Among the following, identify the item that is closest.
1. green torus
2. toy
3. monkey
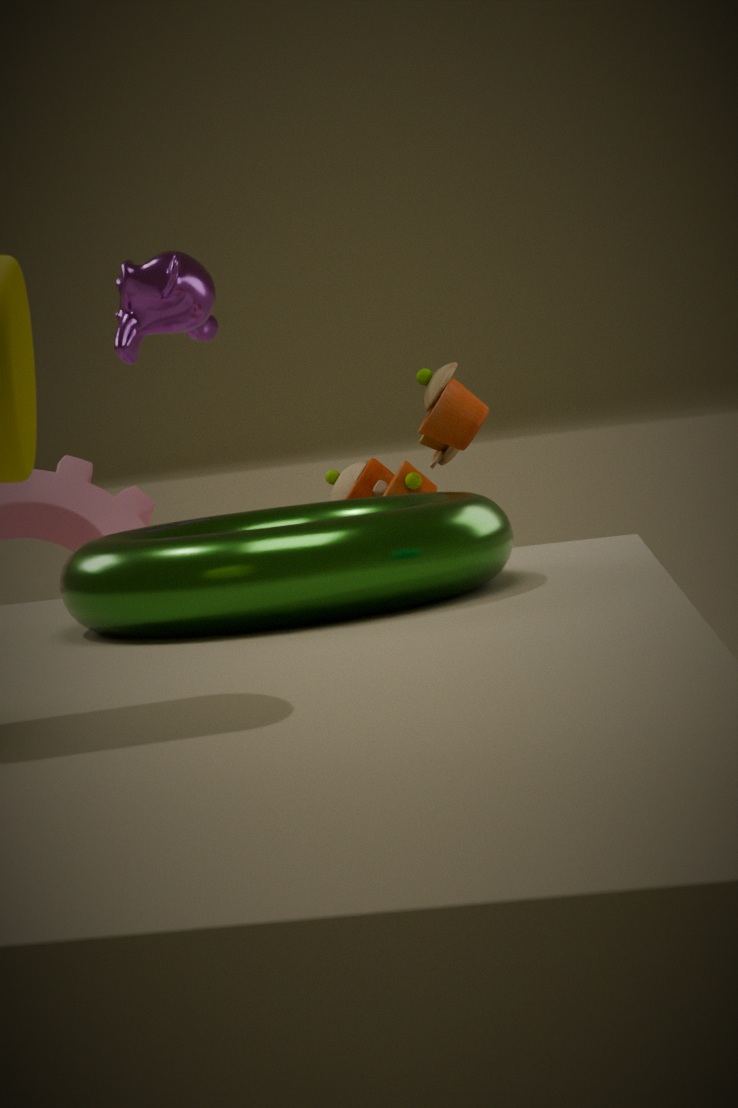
green torus
